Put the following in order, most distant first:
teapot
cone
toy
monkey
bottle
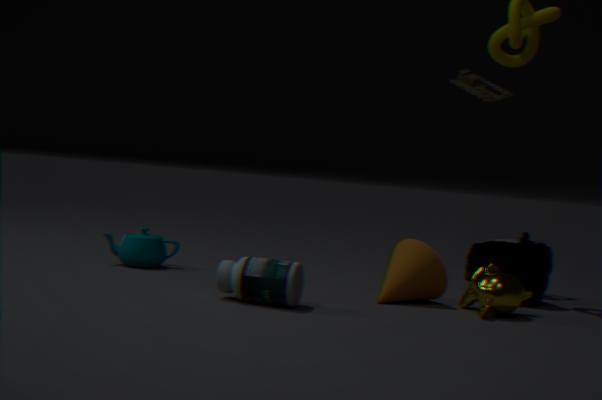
1. toy
2. teapot
3. cone
4. monkey
5. bottle
